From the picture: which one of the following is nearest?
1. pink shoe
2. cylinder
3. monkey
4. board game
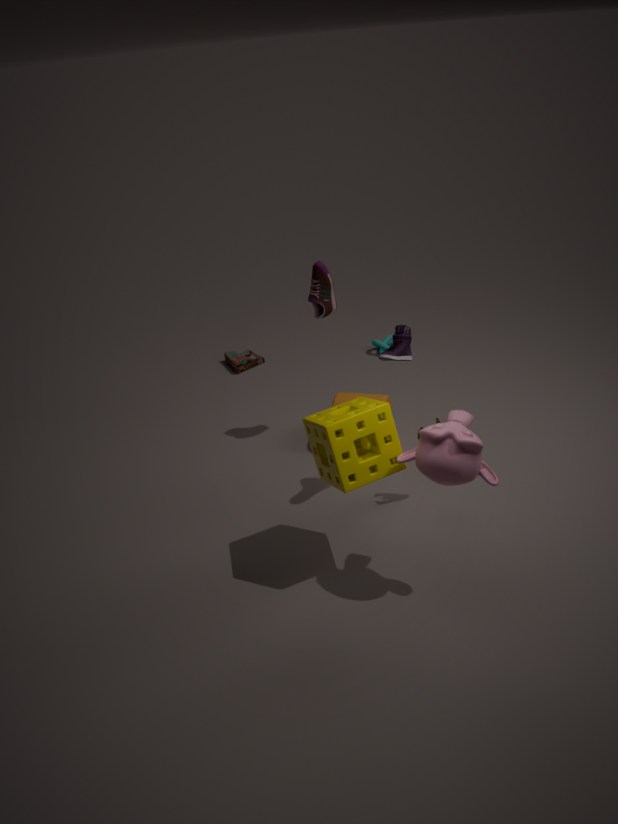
monkey
